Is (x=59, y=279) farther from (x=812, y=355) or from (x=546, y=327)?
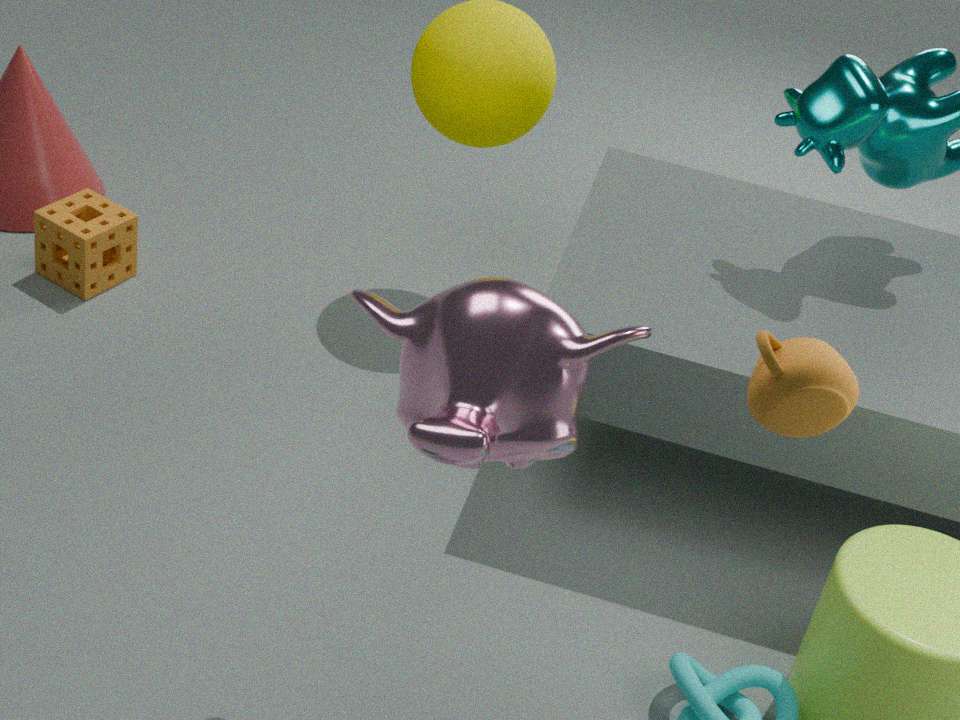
(x=812, y=355)
